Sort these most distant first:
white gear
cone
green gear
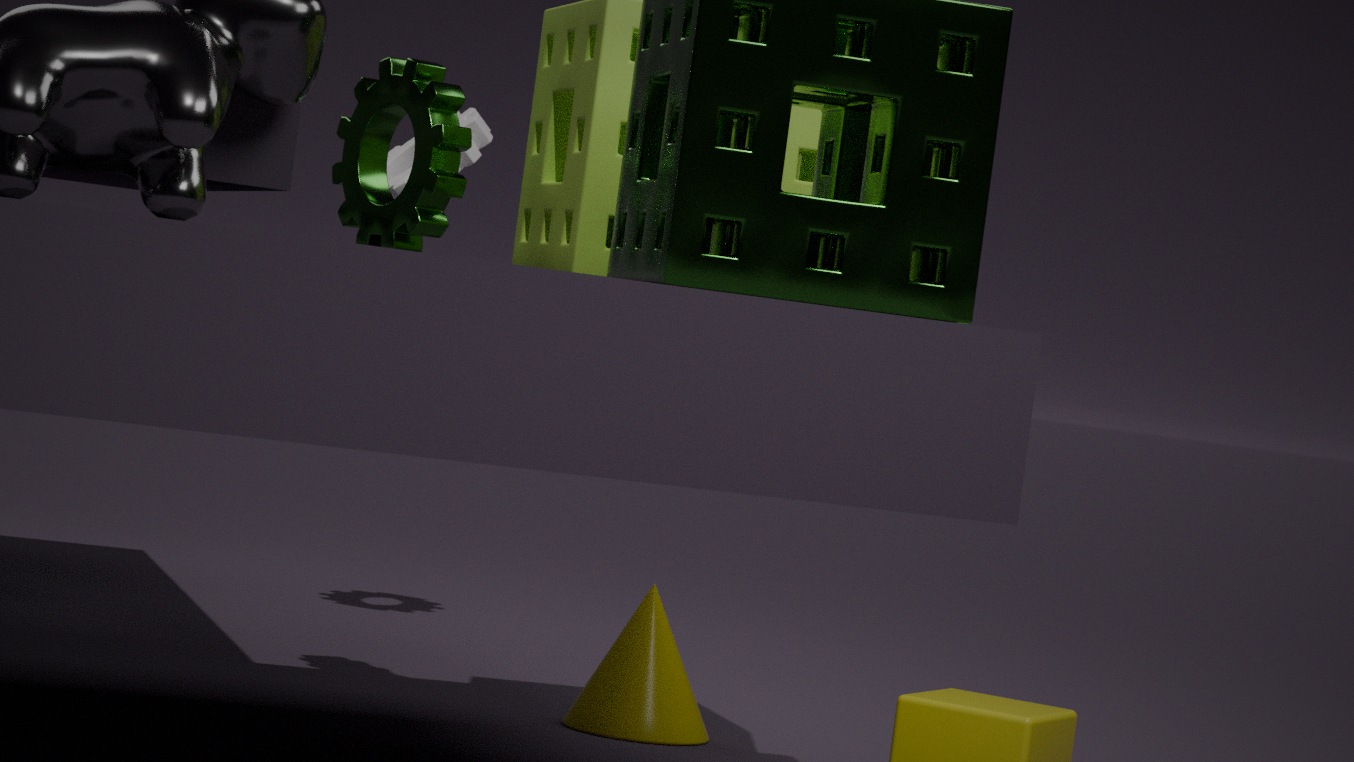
white gear, cone, green gear
